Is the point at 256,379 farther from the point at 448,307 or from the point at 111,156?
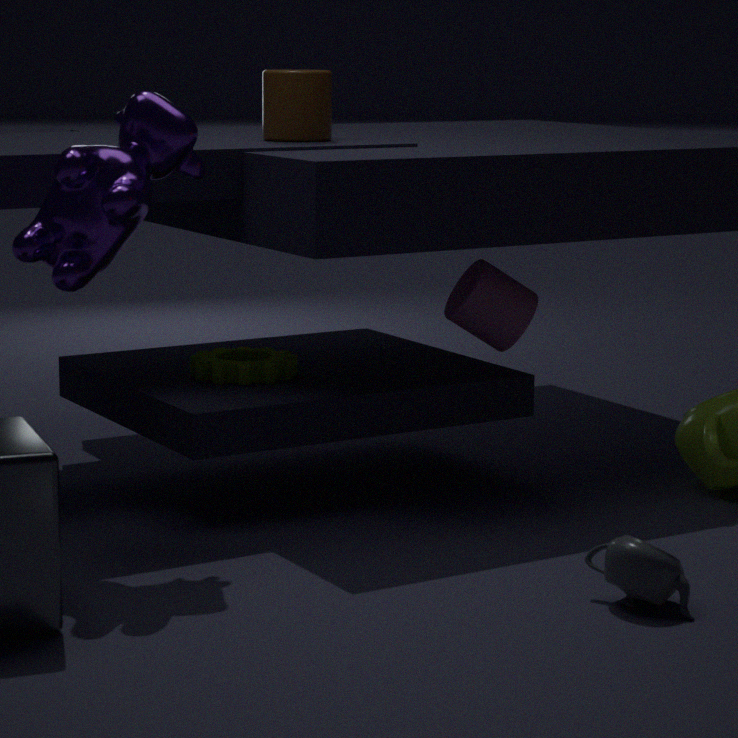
the point at 111,156
